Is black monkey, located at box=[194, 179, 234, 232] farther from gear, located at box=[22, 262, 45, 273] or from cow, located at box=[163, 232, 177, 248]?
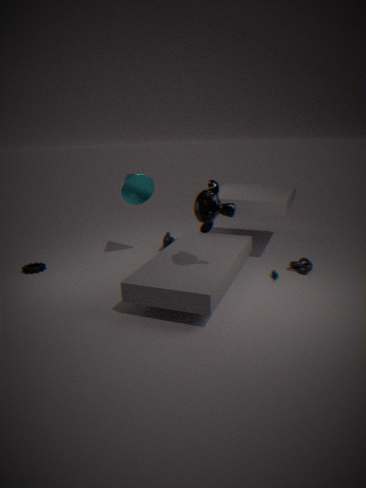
gear, located at box=[22, 262, 45, 273]
